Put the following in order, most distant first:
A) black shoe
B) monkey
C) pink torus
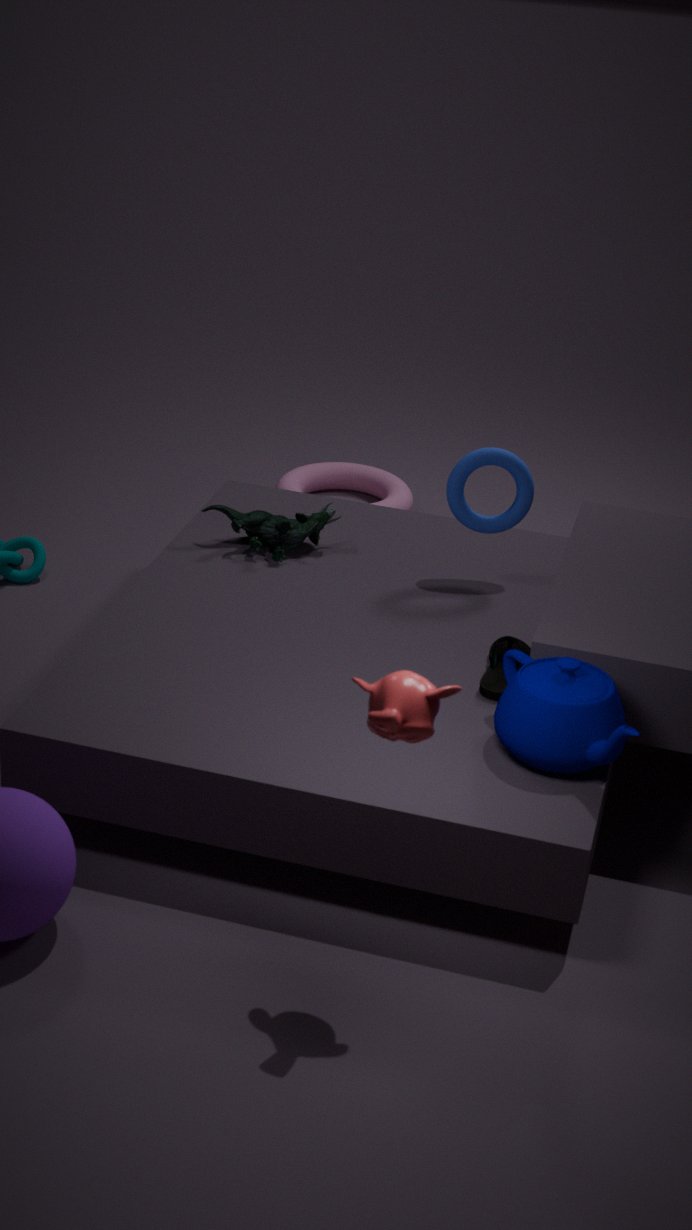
pink torus, black shoe, monkey
